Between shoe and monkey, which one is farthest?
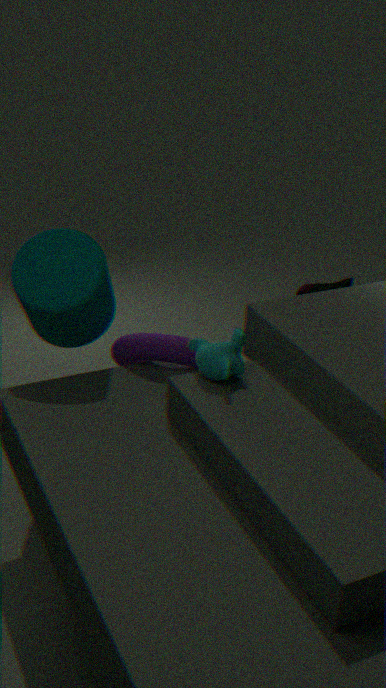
shoe
